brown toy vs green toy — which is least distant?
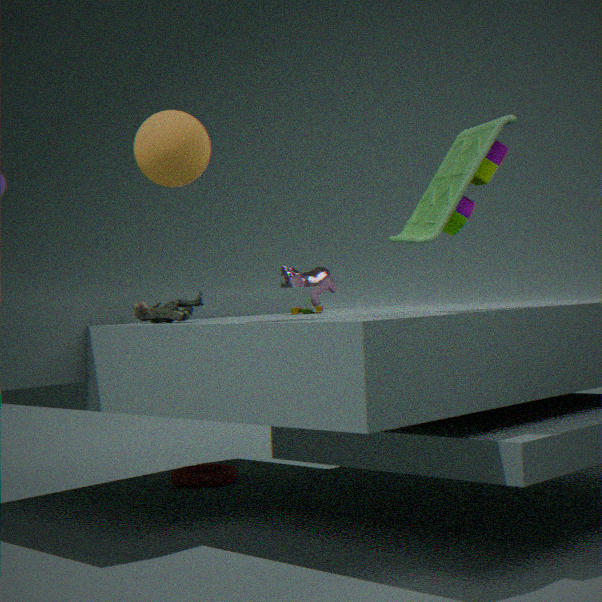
green toy
